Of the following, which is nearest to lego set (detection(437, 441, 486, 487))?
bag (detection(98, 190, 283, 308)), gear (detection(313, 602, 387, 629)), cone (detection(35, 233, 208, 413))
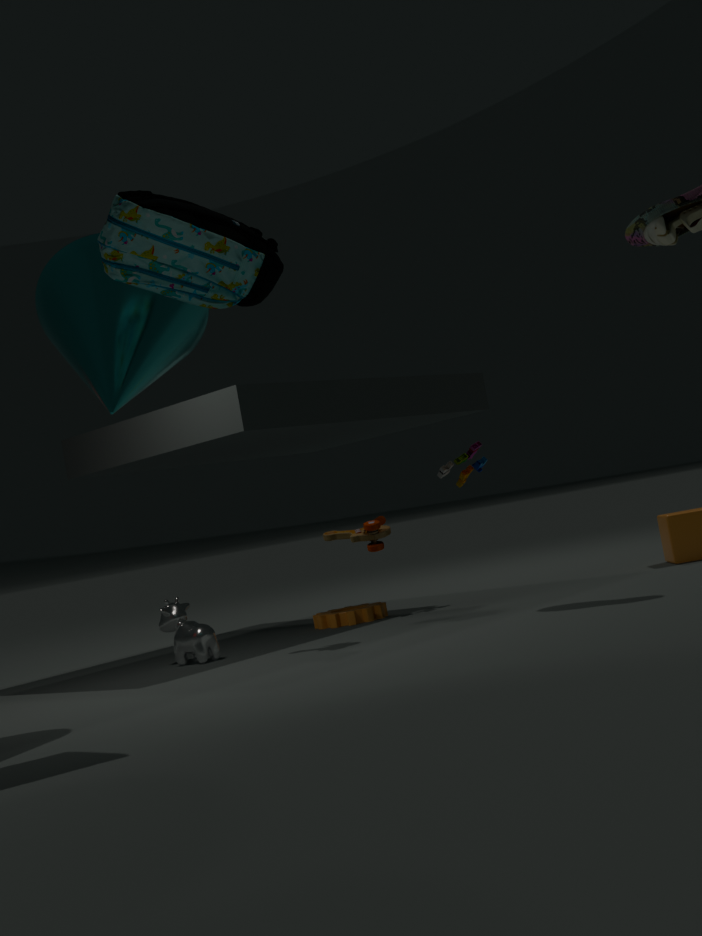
gear (detection(313, 602, 387, 629))
